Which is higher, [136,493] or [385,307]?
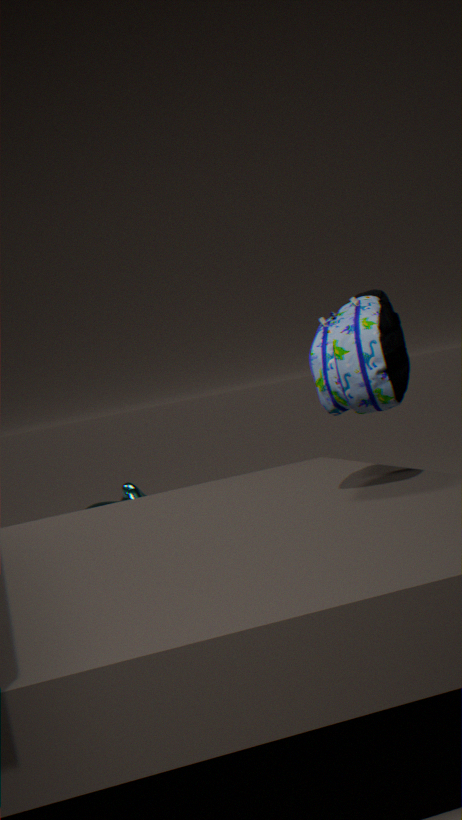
[385,307]
